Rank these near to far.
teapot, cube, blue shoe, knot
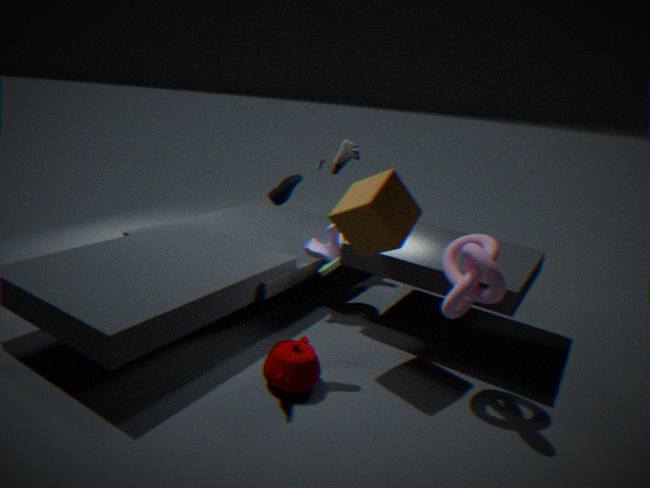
knot < teapot < cube < blue shoe
